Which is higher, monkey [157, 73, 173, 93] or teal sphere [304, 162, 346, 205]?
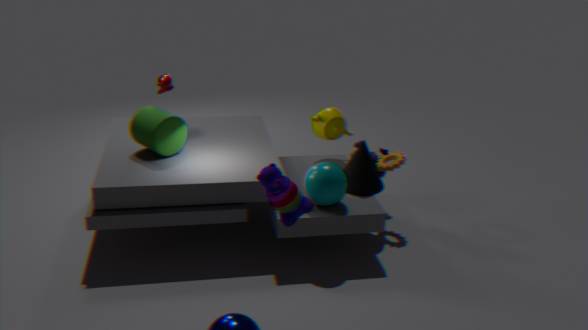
monkey [157, 73, 173, 93]
